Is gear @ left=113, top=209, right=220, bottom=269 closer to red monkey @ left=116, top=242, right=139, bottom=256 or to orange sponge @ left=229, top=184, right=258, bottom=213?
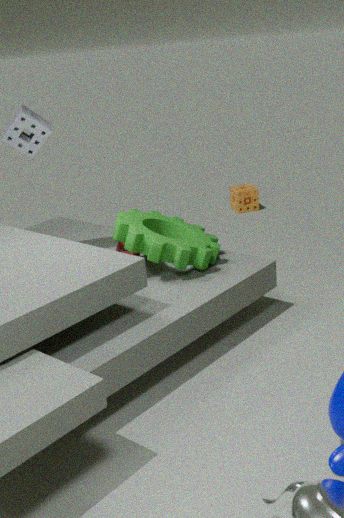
red monkey @ left=116, top=242, right=139, bottom=256
